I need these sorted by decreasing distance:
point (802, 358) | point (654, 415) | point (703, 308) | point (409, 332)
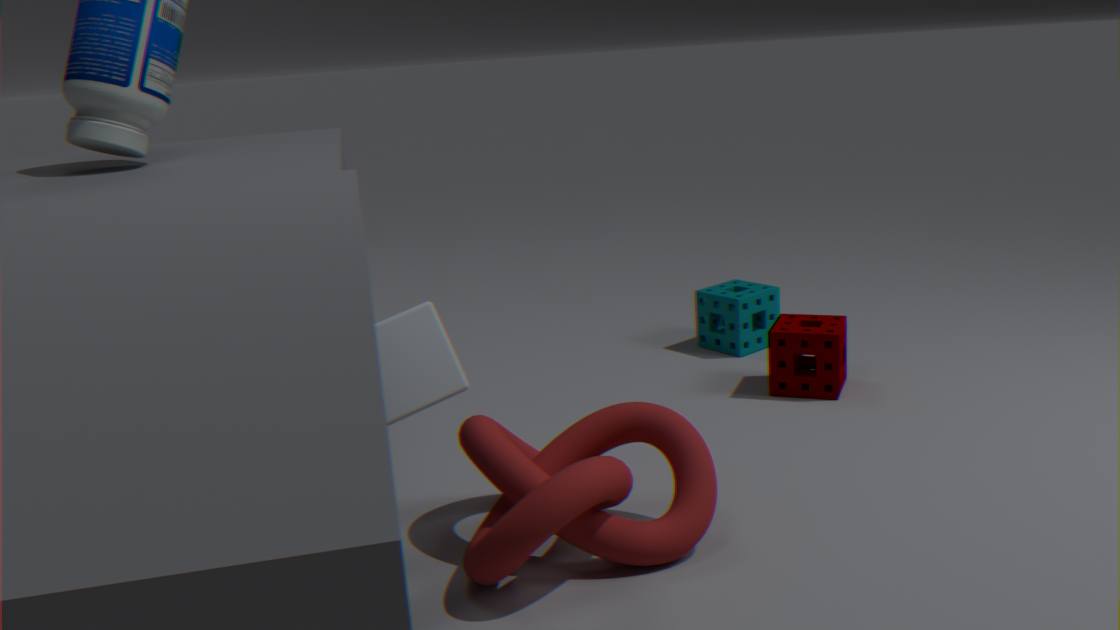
point (703, 308), point (802, 358), point (654, 415), point (409, 332)
